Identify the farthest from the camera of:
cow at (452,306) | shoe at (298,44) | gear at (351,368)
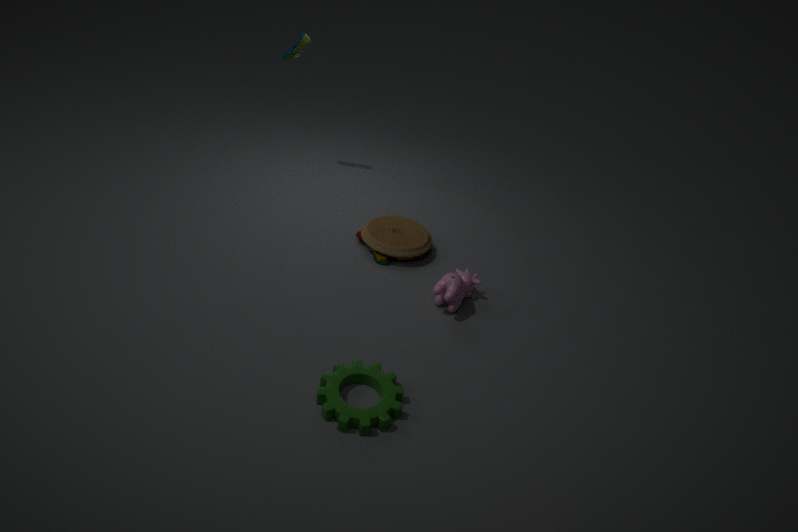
shoe at (298,44)
